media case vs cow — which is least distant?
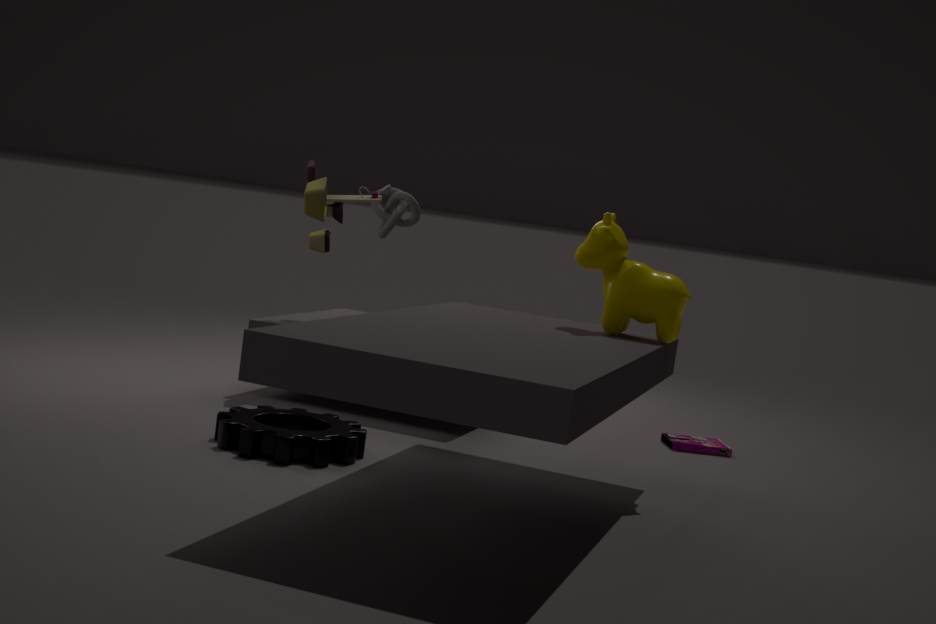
cow
